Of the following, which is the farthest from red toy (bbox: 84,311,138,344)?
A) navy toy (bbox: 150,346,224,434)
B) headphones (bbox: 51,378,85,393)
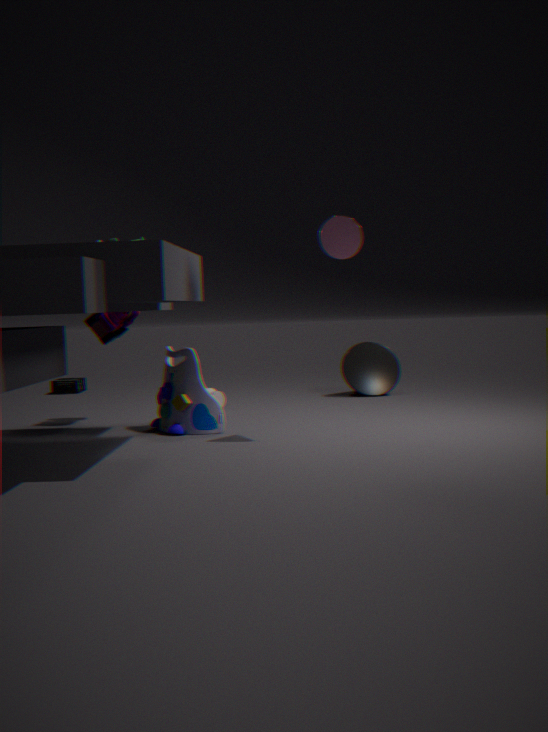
headphones (bbox: 51,378,85,393)
